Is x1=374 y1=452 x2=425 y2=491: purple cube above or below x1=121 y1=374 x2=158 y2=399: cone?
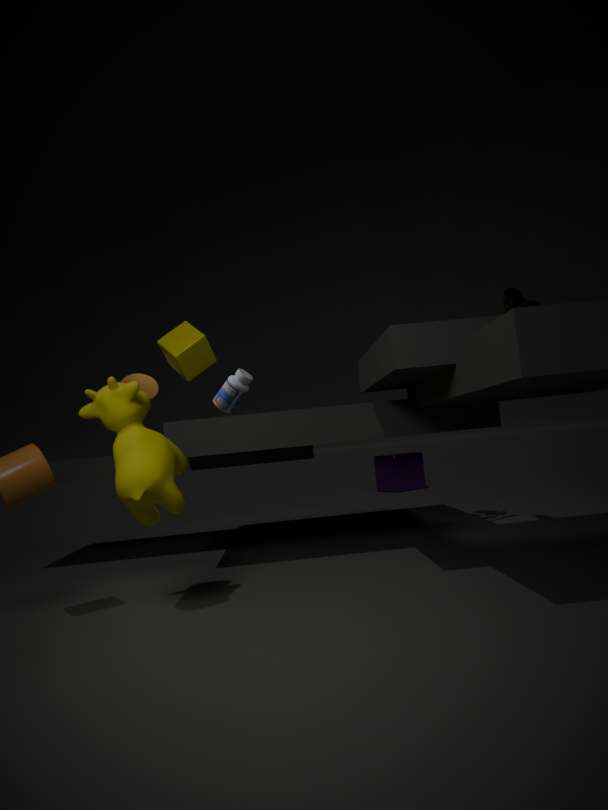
below
